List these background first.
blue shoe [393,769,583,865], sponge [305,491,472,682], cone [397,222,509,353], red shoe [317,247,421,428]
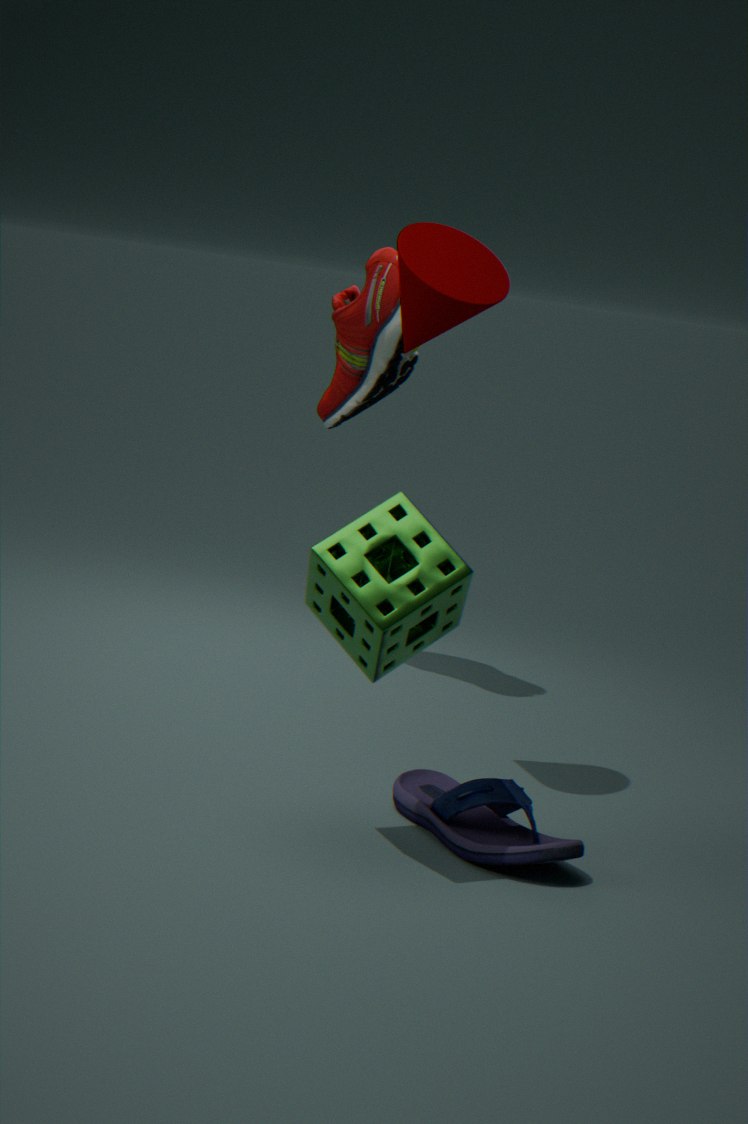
red shoe [317,247,421,428]
cone [397,222,509,353]
blue shoe [393,769,583,865]
sponge [305,491,472,682]
